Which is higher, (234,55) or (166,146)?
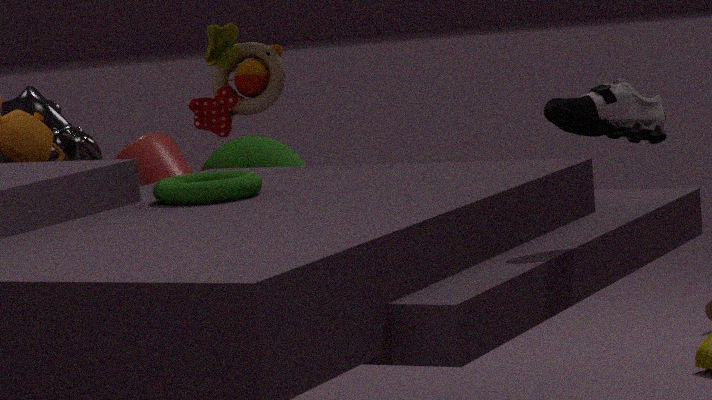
(234,55)
